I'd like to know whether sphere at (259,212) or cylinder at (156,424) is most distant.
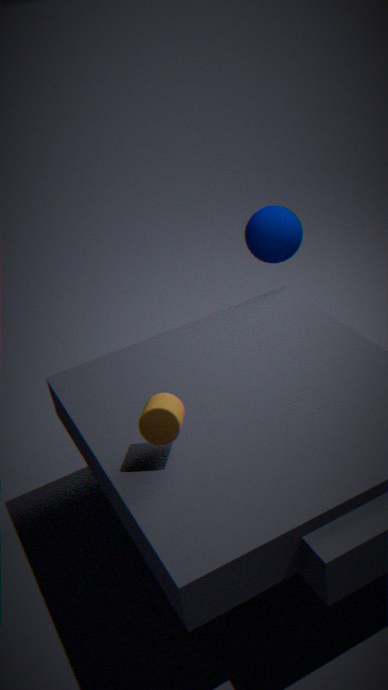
sphere at (259,212)
